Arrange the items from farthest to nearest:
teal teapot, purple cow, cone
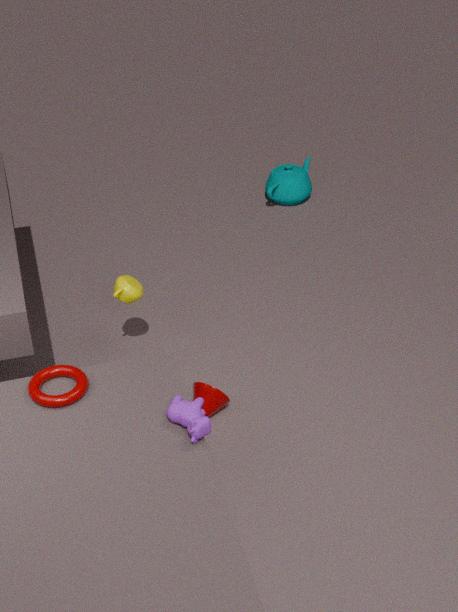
teal teapot
cone
purple cow
